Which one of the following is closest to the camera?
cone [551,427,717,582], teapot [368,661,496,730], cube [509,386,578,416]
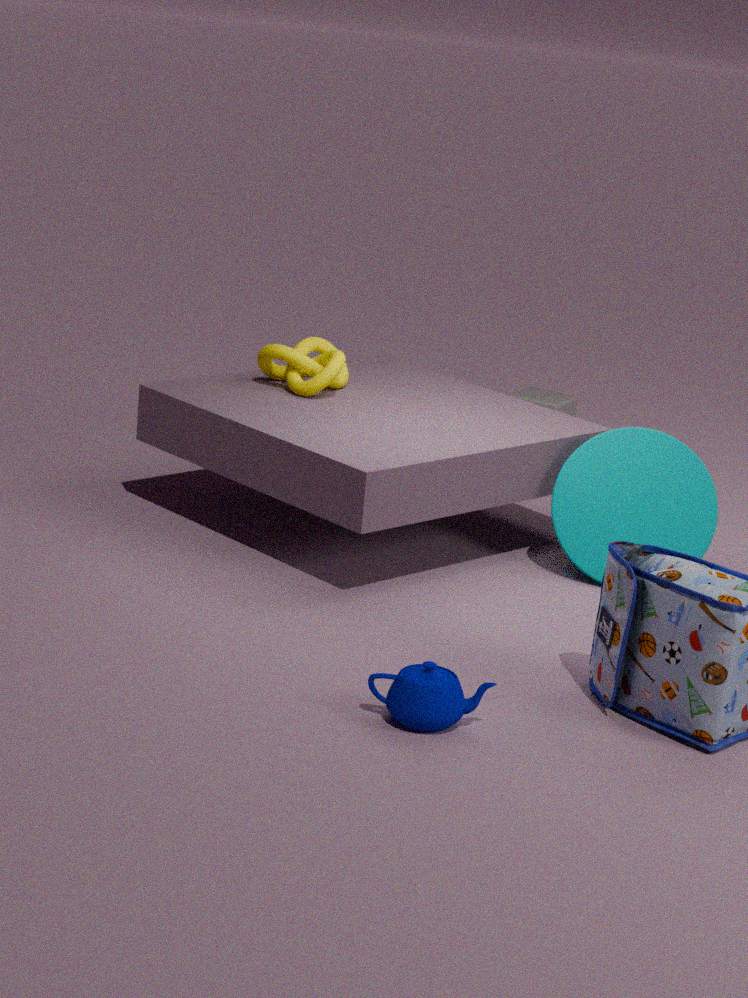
teapot [368,661,496,730]
